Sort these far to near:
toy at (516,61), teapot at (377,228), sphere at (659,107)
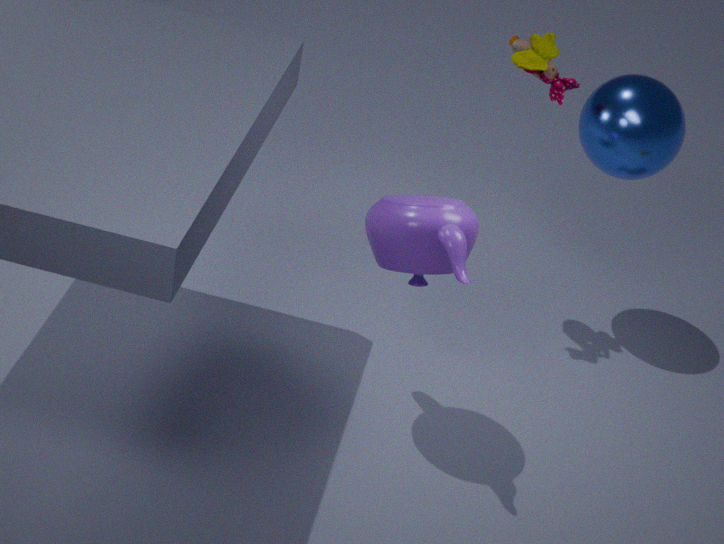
1. sphere at (659,107)
2. toy at (516,61)
3. teapot at (377,228)
